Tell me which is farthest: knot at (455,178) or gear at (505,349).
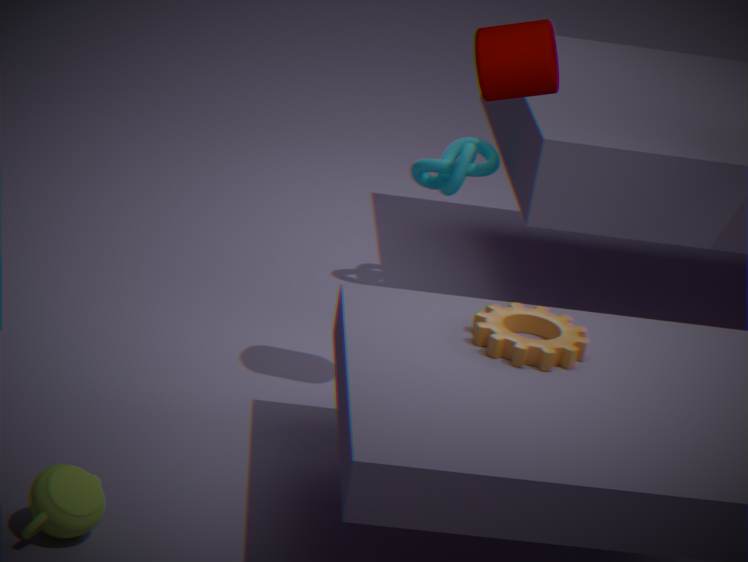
knot at (455,178)
